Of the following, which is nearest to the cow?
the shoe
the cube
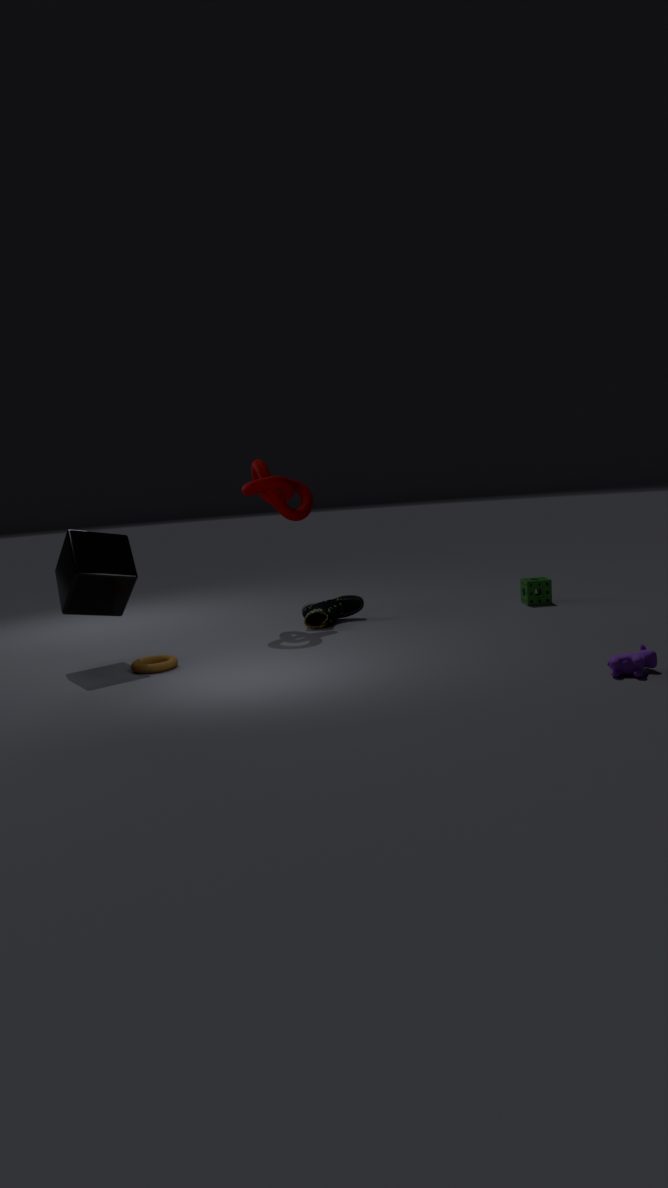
the shoe
